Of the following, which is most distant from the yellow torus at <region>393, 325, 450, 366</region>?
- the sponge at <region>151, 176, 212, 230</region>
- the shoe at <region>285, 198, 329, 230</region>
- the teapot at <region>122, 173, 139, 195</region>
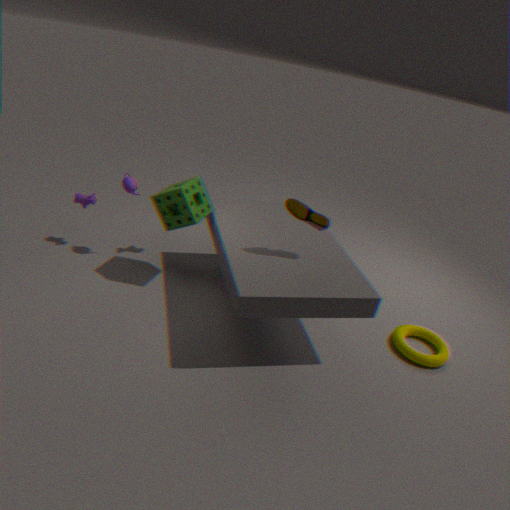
the teapot at <region>122, 173, 139, 195</region>
